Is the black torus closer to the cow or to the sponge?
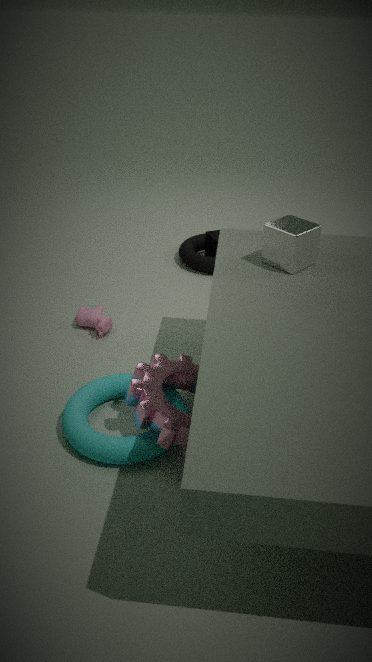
the sponge
